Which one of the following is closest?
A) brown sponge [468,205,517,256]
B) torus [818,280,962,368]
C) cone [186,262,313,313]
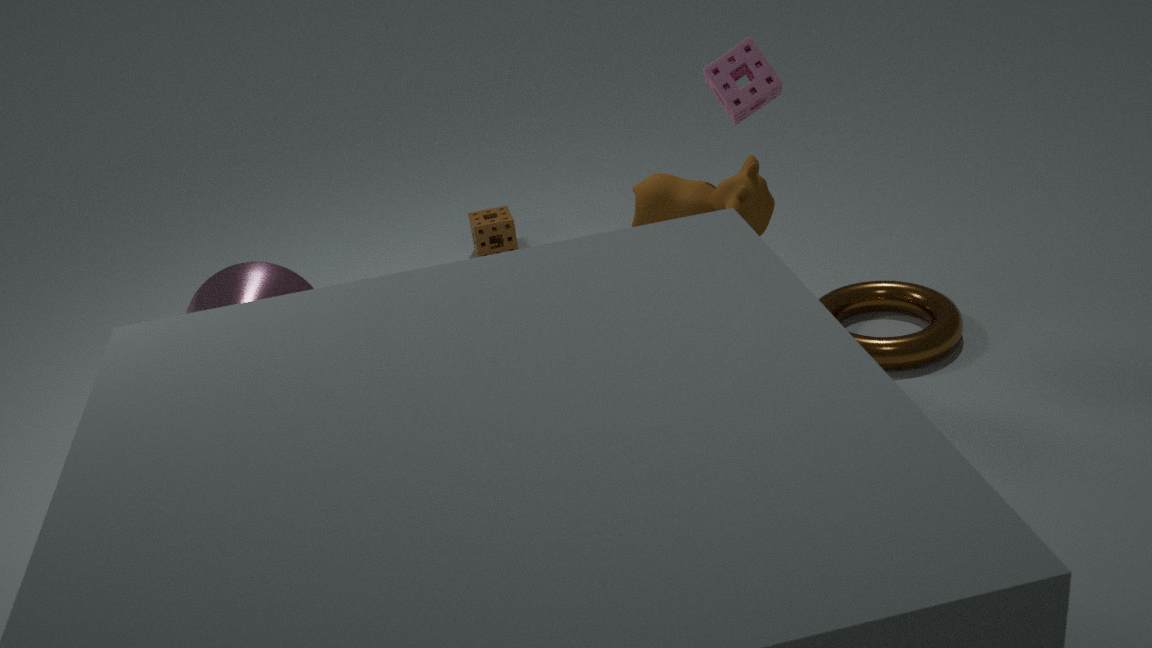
cone [186,262,313,313]
